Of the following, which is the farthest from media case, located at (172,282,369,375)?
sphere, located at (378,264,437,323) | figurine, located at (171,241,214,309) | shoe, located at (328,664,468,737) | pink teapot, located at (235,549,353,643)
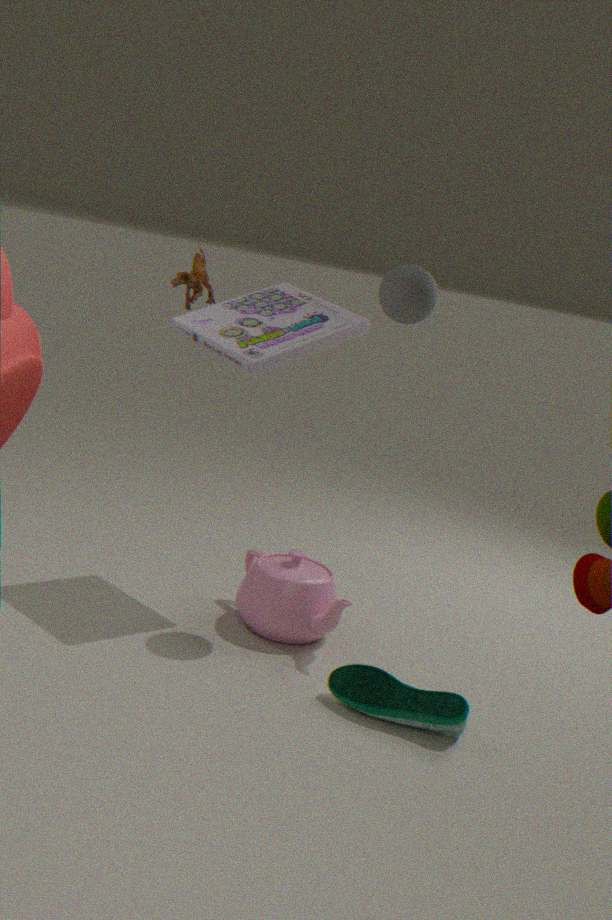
shoe, located at (328,664,468,737)
